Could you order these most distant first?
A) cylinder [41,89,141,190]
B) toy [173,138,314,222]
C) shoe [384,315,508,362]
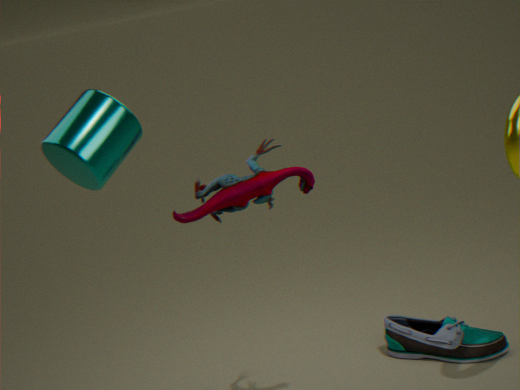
C
B
A
